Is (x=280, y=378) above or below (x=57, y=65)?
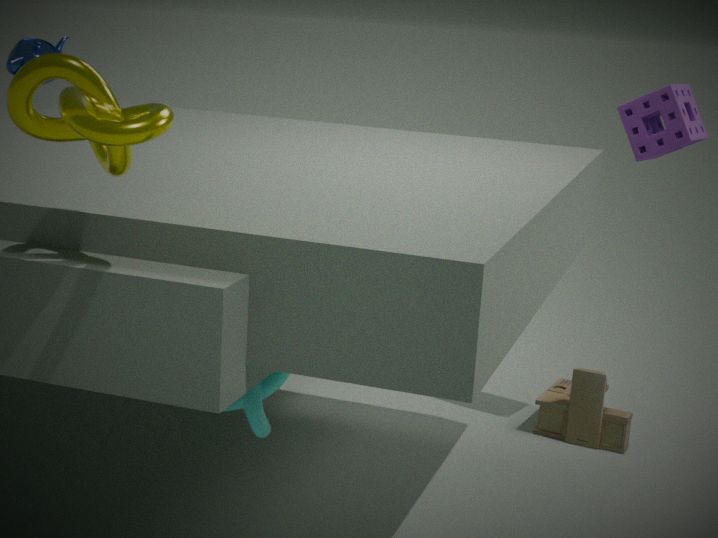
below
